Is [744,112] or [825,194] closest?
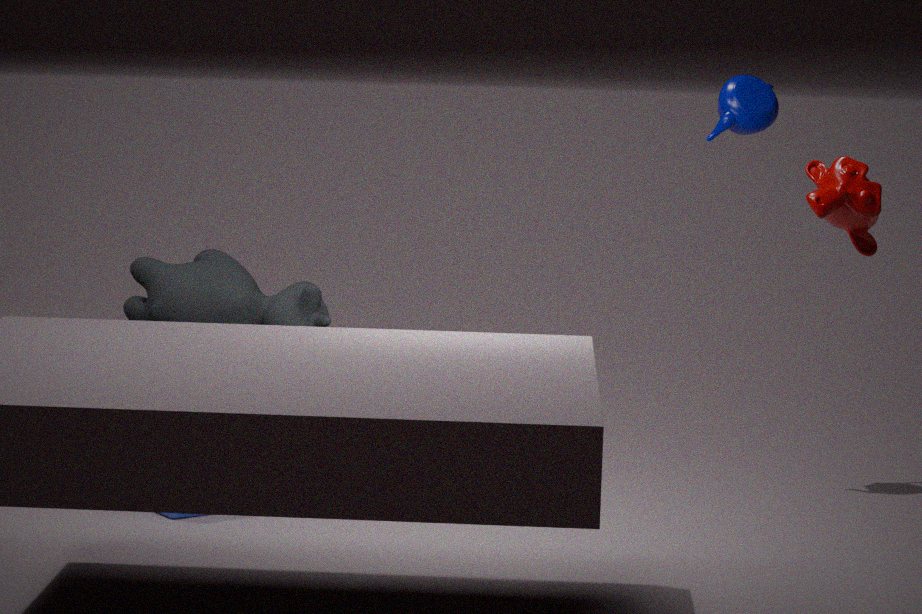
[825,194]
